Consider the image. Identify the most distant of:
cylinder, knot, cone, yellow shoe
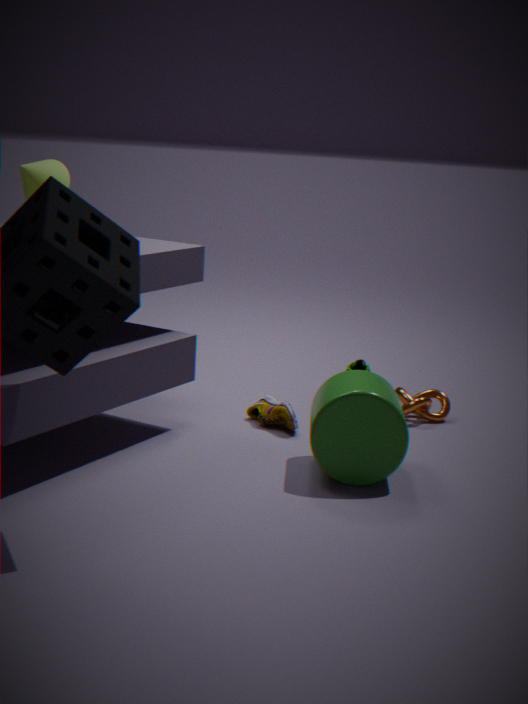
knot
